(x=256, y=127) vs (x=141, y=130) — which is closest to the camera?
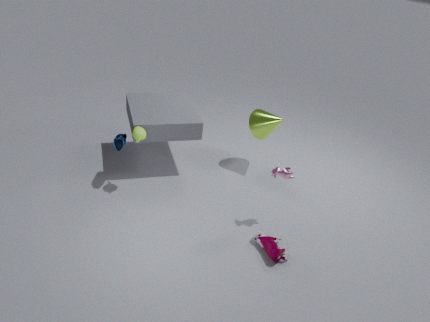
(x=141, y=130)
